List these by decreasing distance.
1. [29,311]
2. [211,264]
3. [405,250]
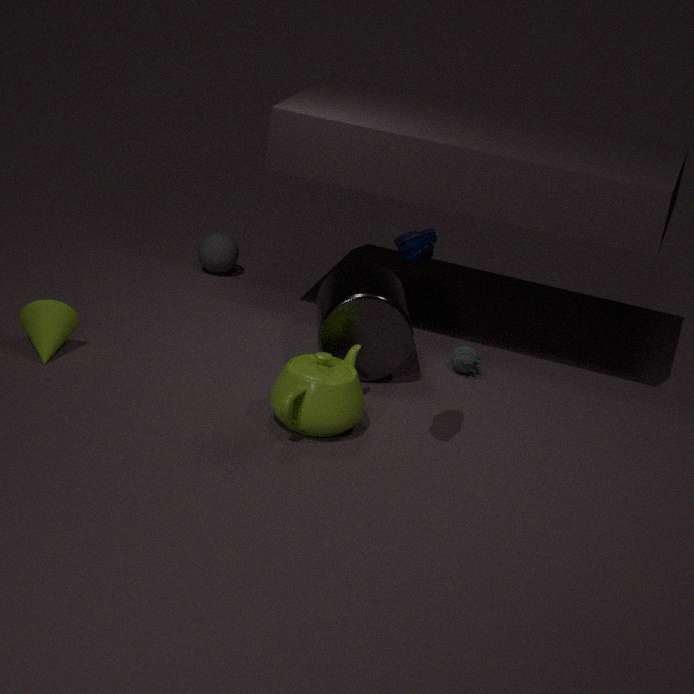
[211,264], [29,311], [405,250]
